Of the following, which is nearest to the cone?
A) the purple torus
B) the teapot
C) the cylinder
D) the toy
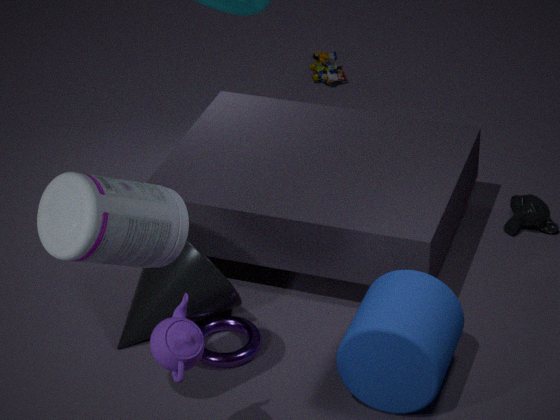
the purple torus
